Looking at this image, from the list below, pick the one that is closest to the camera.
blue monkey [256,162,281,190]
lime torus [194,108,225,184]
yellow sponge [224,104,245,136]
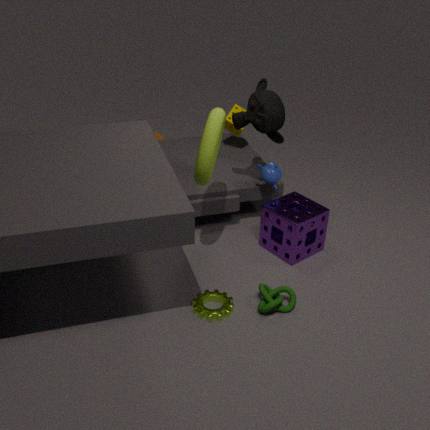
lime torus [194,108,225,184]
